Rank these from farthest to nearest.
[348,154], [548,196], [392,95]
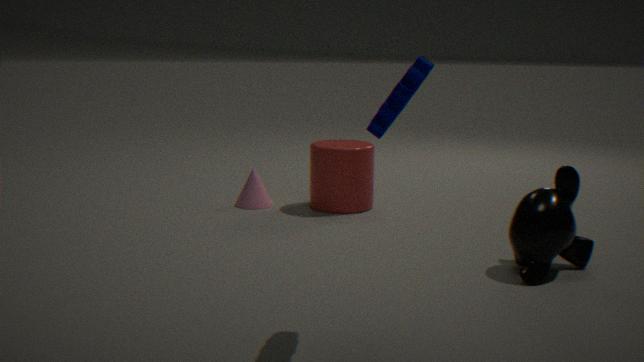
[348,154] → [548,196] → [392,95]
